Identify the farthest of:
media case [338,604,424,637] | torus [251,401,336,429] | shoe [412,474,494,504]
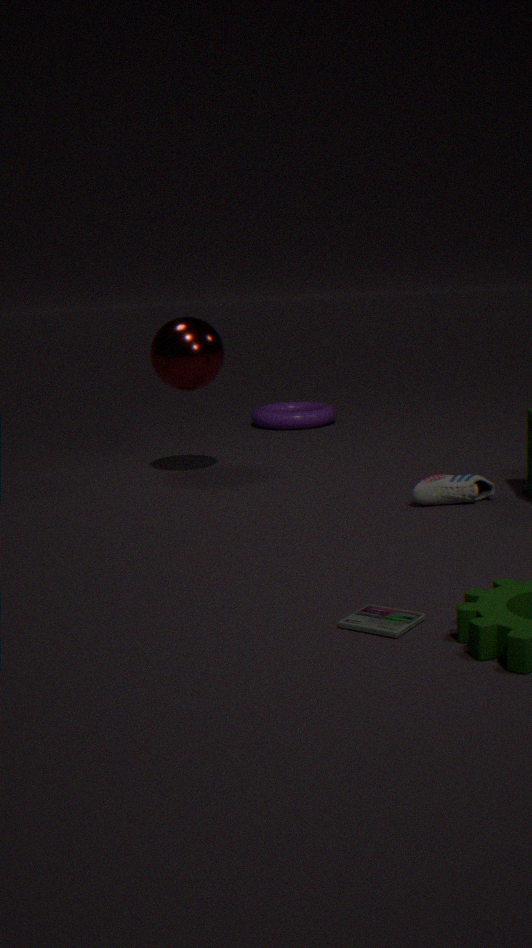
torus [251,401,336,429]
